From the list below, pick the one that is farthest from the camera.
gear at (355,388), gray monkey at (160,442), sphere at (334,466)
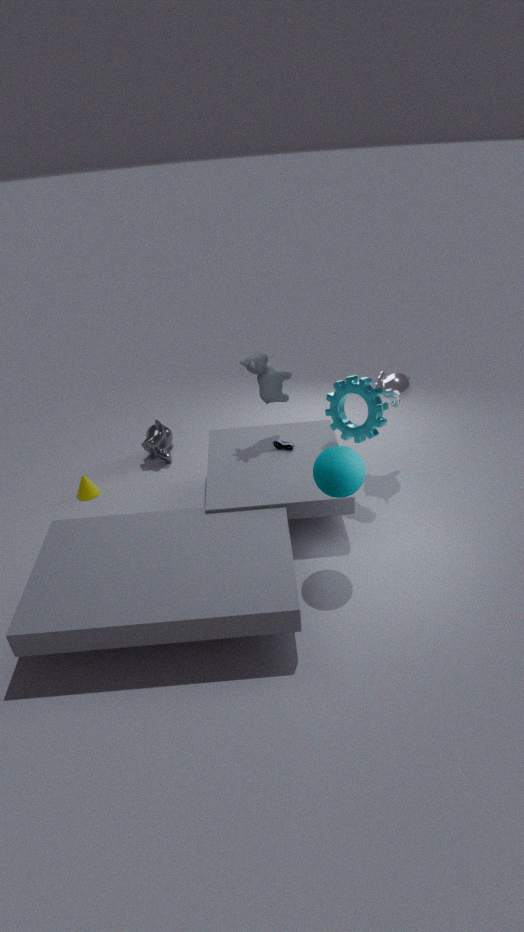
gray monkey at (160,442)
